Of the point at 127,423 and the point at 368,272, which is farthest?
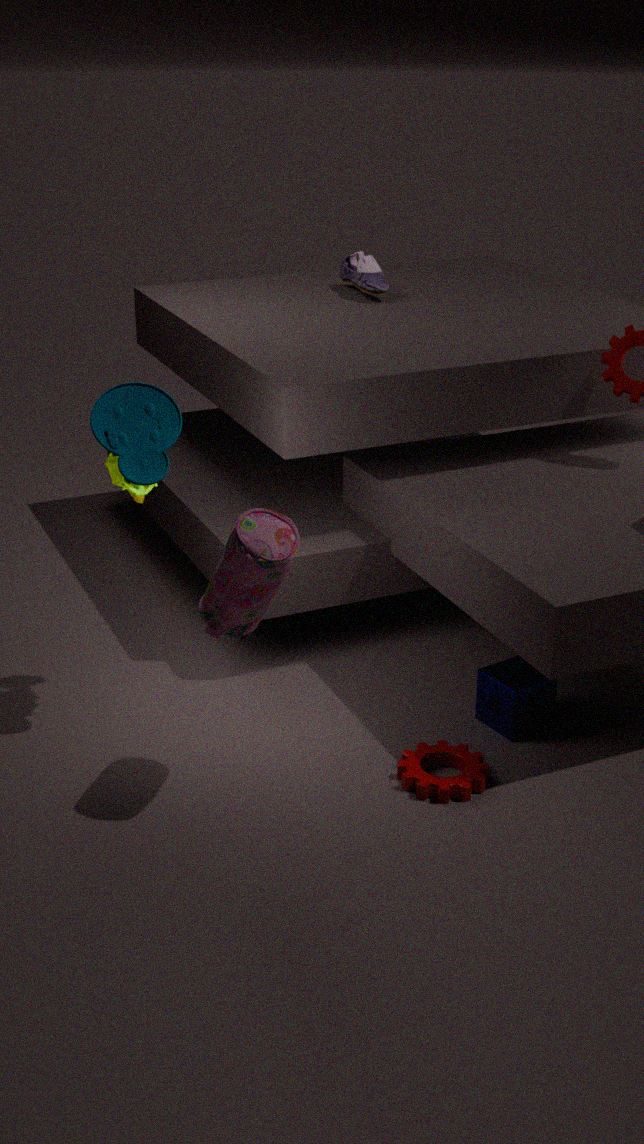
the point at 368,272
